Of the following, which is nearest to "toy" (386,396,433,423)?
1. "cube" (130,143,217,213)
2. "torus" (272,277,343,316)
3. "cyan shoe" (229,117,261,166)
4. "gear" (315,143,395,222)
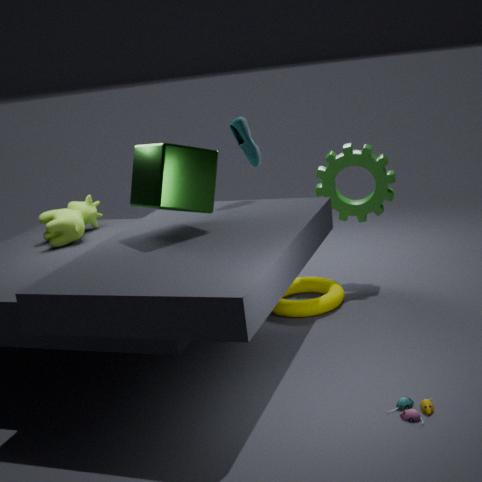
"torus" (272,277,343,316)
